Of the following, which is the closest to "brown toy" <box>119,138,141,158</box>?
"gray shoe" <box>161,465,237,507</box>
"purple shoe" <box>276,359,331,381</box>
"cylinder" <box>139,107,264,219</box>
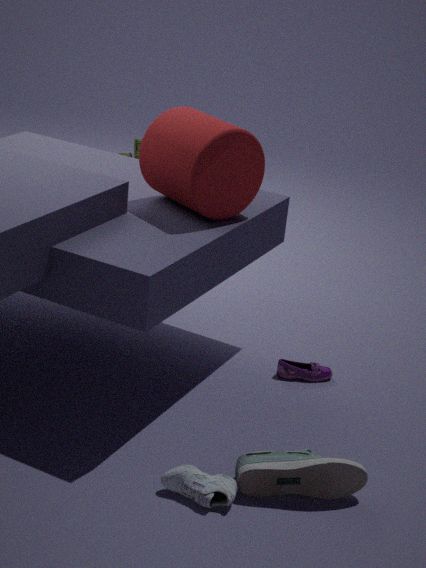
"cylinder" <box>139,107,264,219</box>
